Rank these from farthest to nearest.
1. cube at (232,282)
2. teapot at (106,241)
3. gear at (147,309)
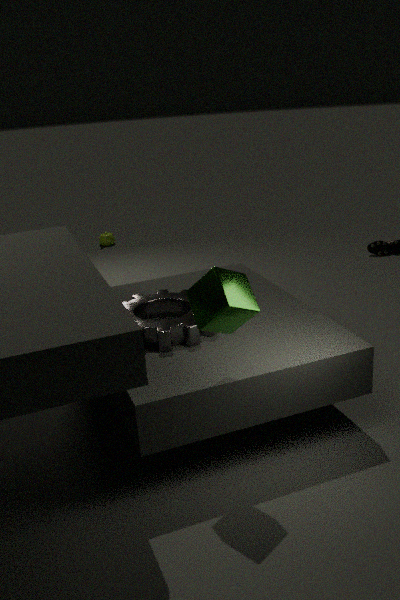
teapot at (106,241), gear at (147,309), cube at (232,282)
